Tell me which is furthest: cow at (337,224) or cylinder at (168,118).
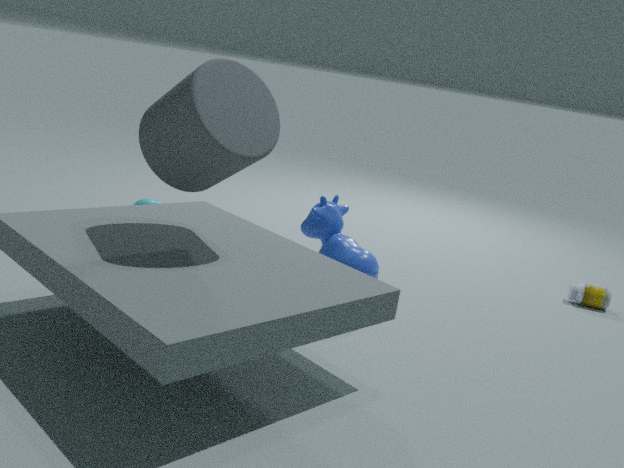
cow at (337,224)
